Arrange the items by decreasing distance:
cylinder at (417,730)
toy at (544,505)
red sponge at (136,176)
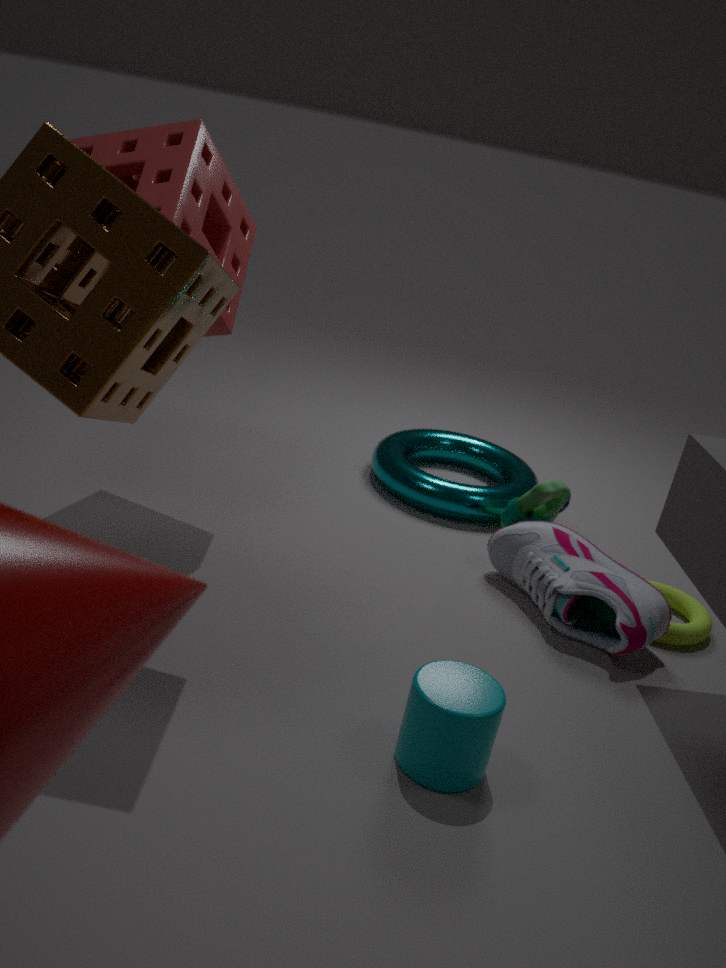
toy at (544,505) < red sponge at (136,176) < cylinder at (417,730)
